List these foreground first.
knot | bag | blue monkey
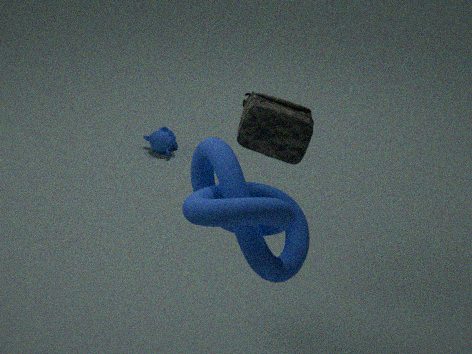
knot → bag → blue monkey
